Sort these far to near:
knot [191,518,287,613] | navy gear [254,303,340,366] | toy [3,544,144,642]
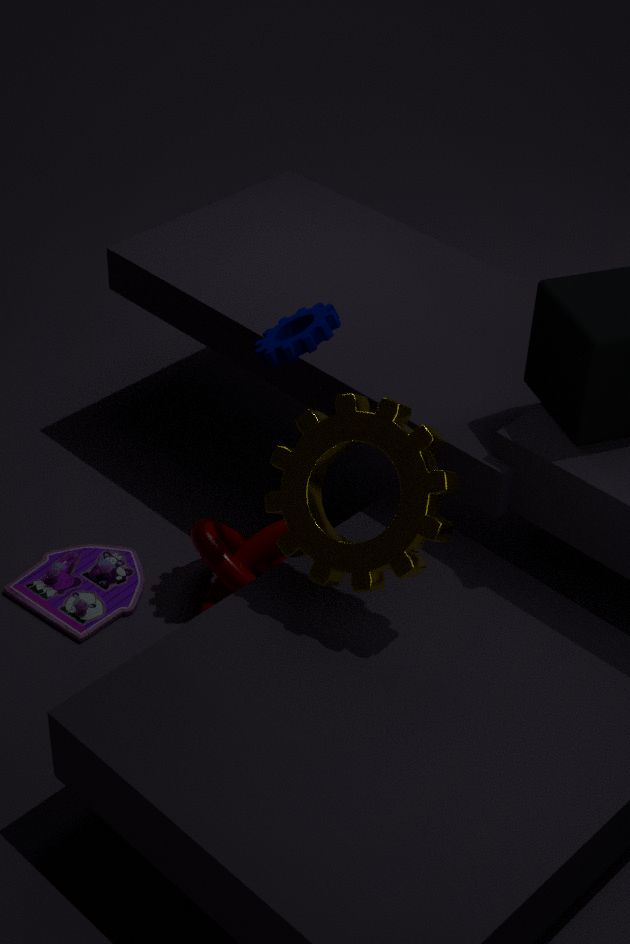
toy [3,544,144,642] → knot [191,518,287,613] → navy gear [254,303,340,366]
